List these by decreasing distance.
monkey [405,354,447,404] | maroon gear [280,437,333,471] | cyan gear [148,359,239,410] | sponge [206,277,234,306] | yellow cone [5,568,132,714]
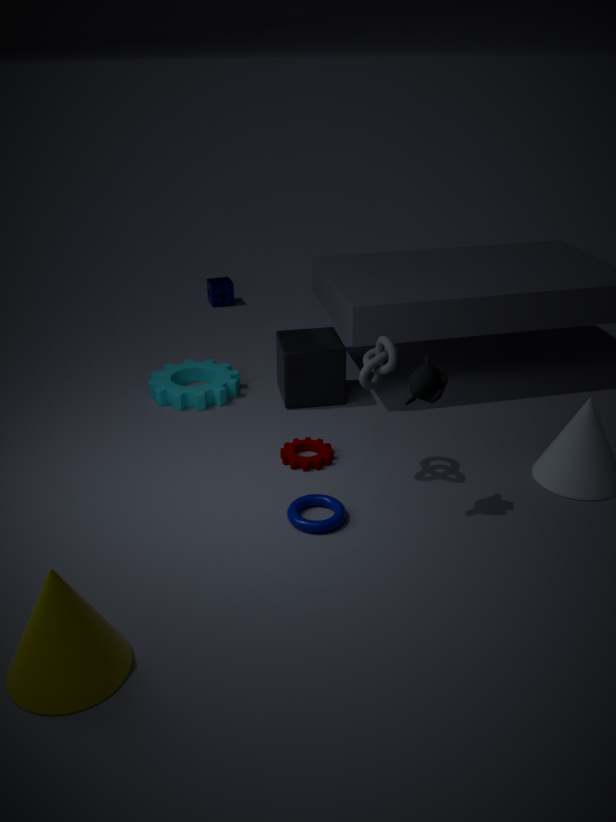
1. sponge [206,277,234,306]
2. cyan gear [148,359,239,410]
3. maroon gear [280,437,333,471]
4. monkey [405,354,447,404]
5. yellow cone [5,568,132,714]
